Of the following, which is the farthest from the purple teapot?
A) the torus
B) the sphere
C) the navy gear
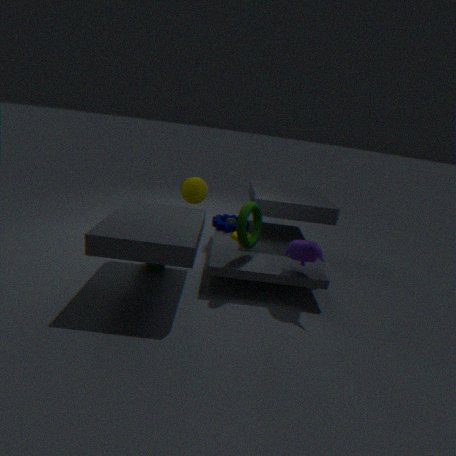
the sphere
